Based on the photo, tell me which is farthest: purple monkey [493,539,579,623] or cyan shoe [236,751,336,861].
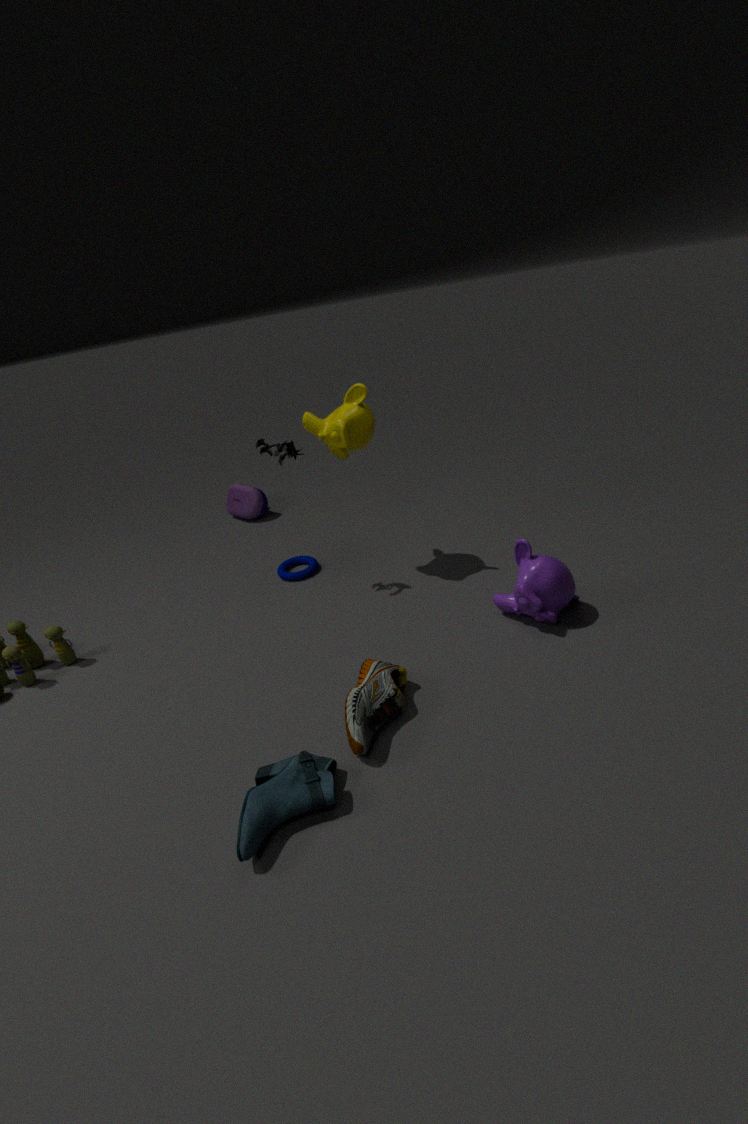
purple monkey [493,539,579,623]
